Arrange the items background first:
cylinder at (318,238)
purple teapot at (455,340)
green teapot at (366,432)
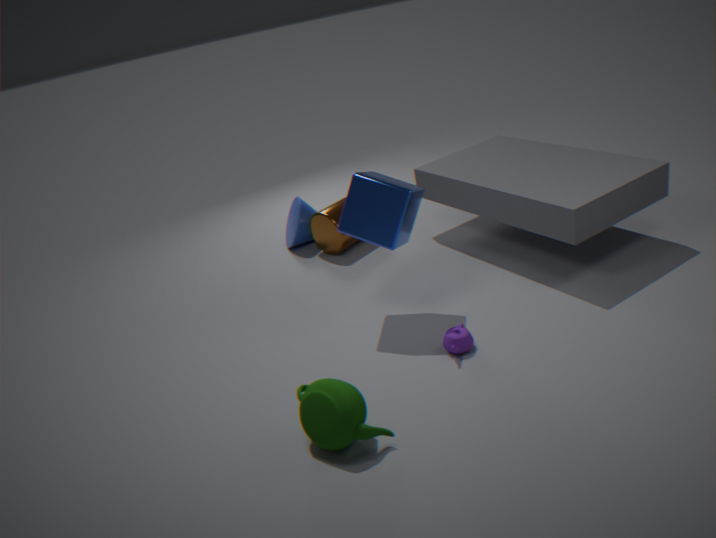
cylinder at (318,238)
purple teapot at (455,340)
green teapot at (366,432)
